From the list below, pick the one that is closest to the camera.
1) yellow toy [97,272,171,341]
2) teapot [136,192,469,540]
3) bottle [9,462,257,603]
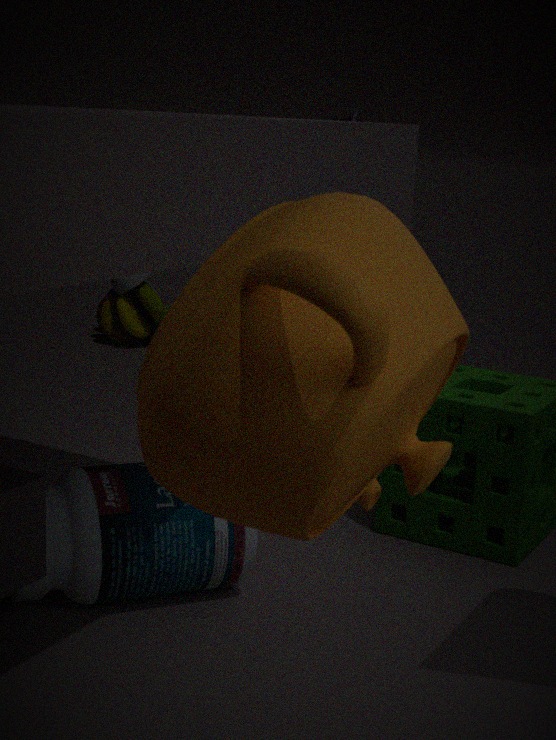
2. teapot [136,192,469,540]
